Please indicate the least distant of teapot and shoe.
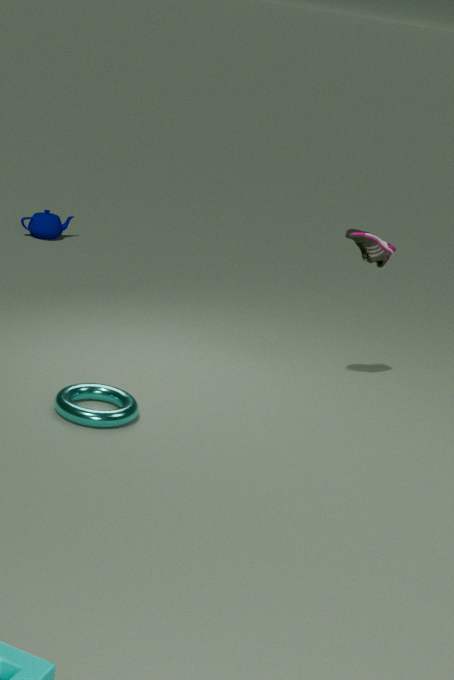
shoe
